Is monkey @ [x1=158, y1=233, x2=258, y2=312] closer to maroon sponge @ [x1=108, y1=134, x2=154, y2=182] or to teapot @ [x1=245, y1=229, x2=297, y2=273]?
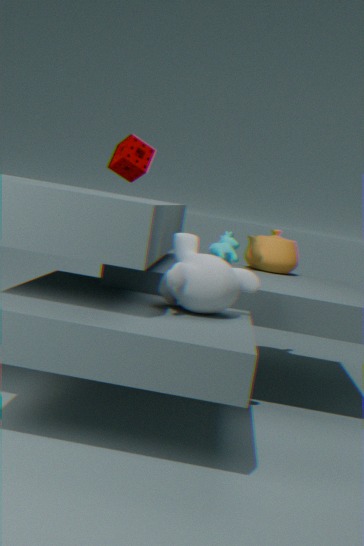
teapot @ [x1=245, y1=229, x2=297, y2=273]
